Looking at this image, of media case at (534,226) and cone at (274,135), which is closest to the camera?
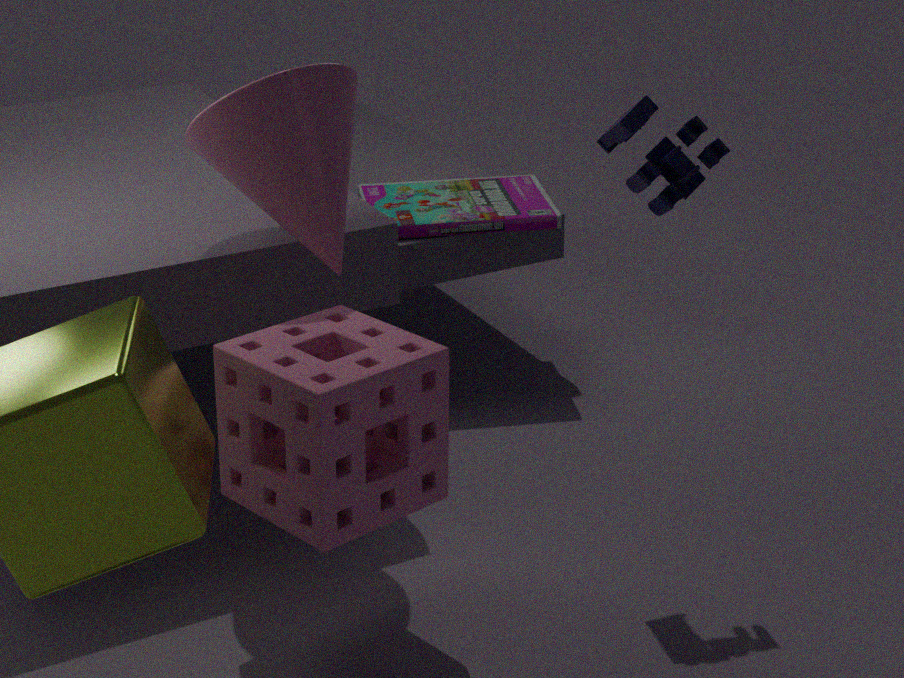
cone at (274,135)
